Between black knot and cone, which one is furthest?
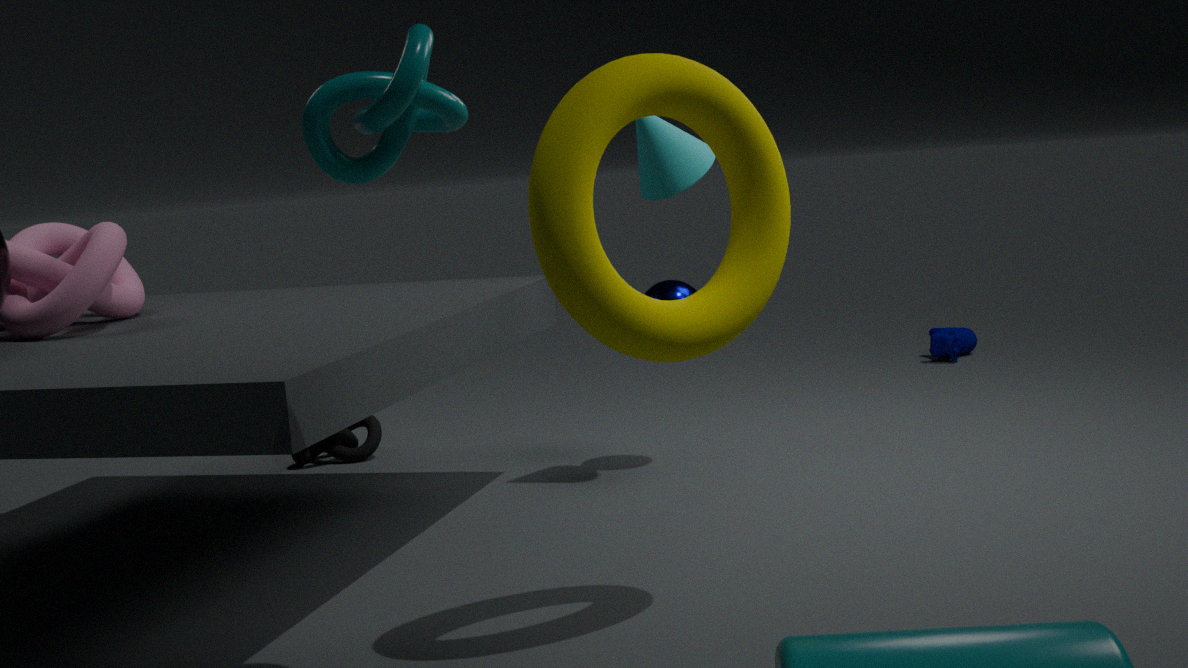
black knot
